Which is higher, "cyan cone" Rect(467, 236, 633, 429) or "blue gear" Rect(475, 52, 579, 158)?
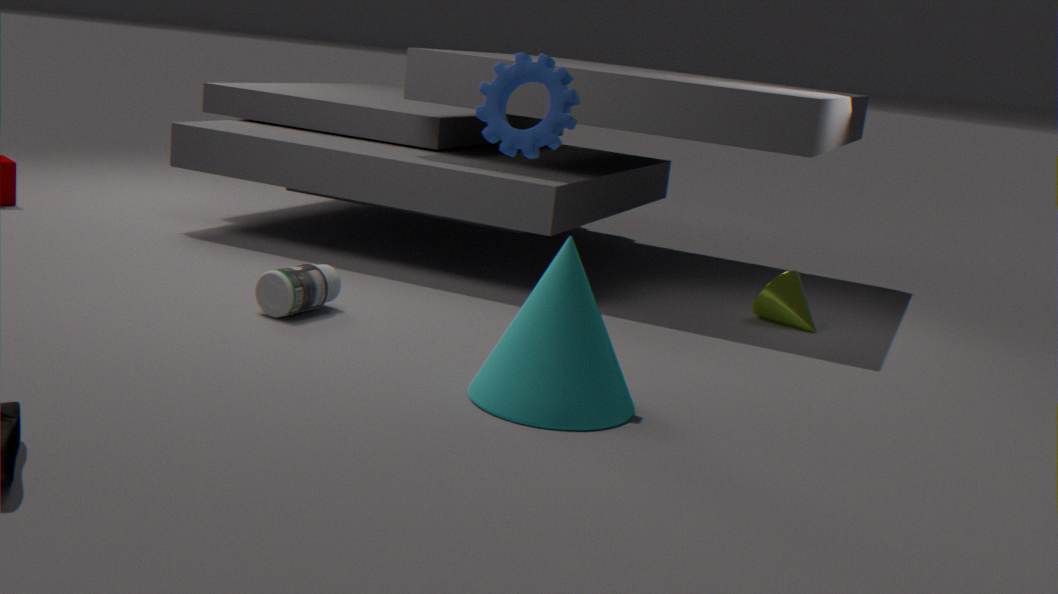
"blue gear" Rect(475, 52, 579, 158)
